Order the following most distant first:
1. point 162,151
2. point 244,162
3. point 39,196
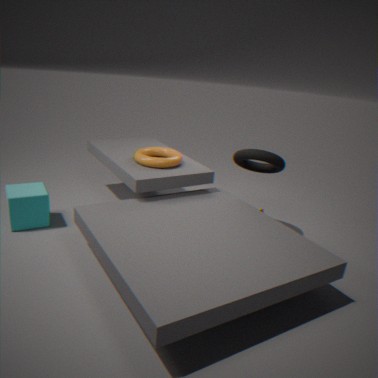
point 162,151 → point 244,162 → point 39,196
